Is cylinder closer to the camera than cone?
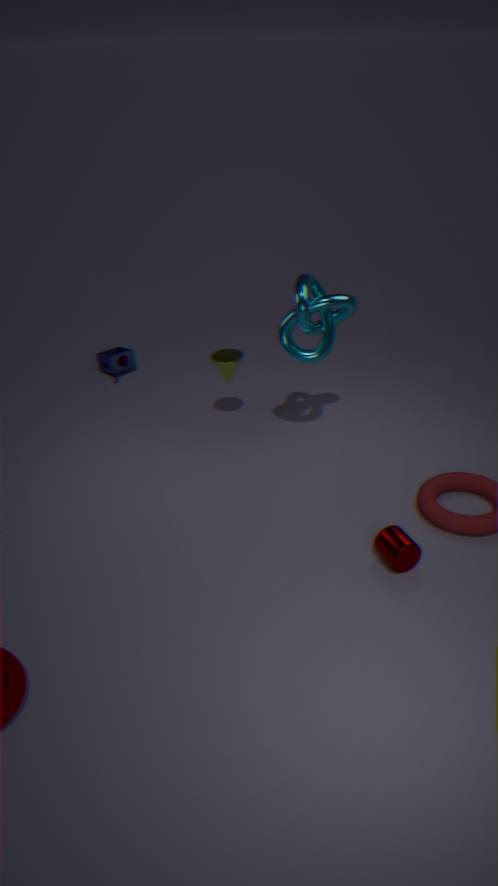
Yes
